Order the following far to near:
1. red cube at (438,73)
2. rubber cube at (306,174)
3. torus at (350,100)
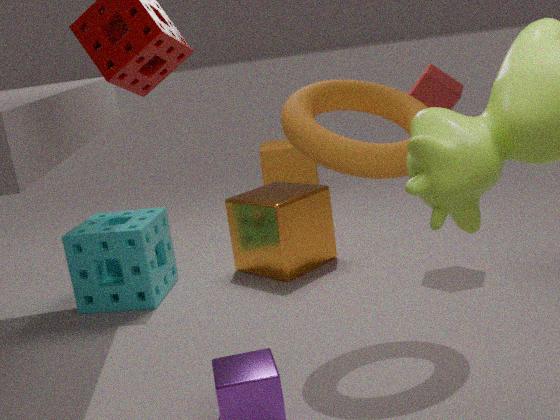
rubber cube at (306,174)
red cube at (438,73)
torus at (350,100)
